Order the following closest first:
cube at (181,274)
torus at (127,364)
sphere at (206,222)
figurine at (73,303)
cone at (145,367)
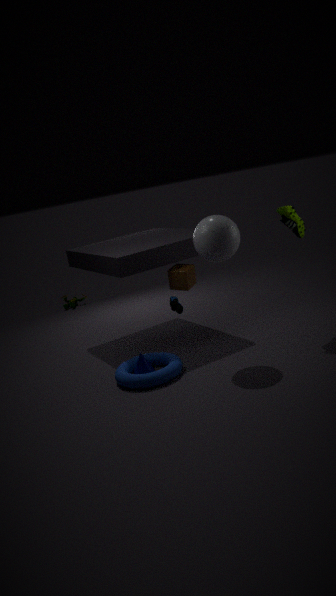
sphere at (206,222)
torus at (127,364)
cone at (145,367)
cube at (181,274)
figurine at (73,303)
